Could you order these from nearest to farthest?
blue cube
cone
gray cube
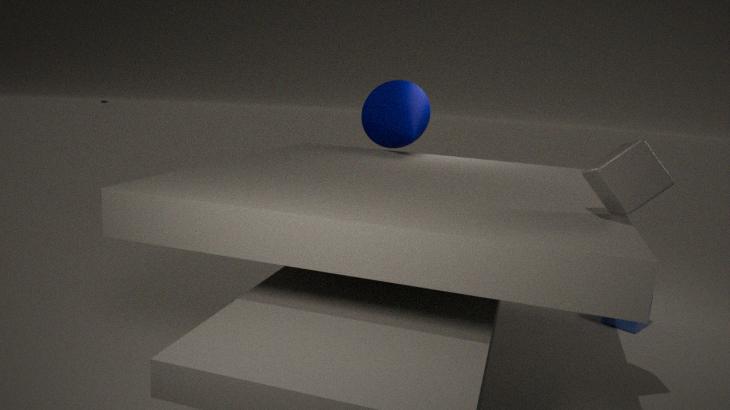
1. gray cube
2. blue cube
3. cone
